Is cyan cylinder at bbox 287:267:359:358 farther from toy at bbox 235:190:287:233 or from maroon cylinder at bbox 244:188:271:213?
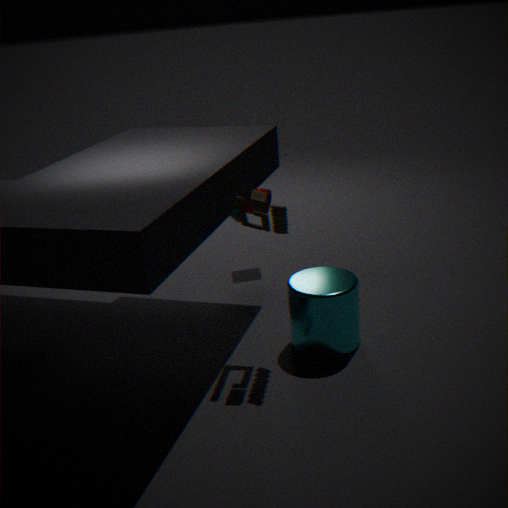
maroon cylinder at bbox 244:188:271:213
